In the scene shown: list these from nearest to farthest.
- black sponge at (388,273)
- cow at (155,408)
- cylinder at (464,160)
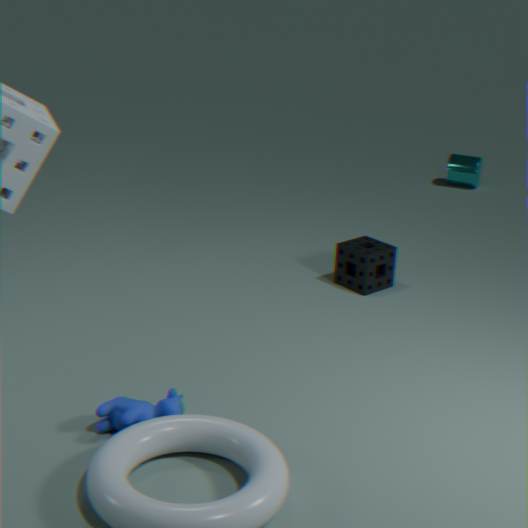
cow at (155,408) < black sponge at (388,273) < cylinder at (464,160)
